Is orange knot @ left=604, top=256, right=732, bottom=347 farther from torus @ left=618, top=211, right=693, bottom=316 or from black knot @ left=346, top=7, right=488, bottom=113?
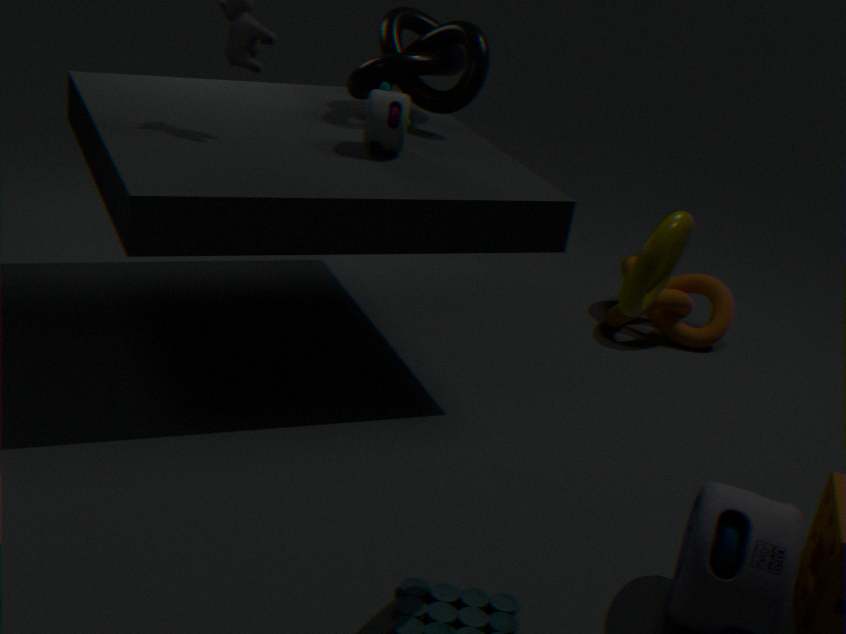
torus @ left=618, top=211, right=693, bottom=316
